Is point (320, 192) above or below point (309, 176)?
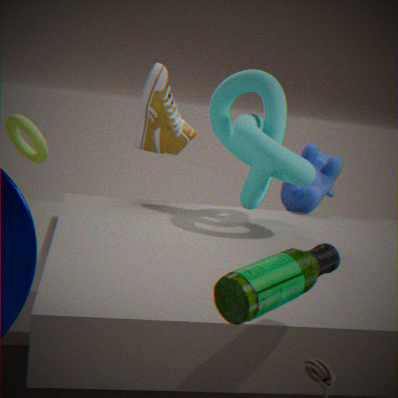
below
